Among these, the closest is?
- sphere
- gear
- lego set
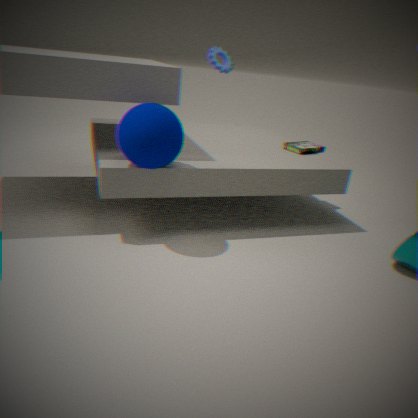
sphere
